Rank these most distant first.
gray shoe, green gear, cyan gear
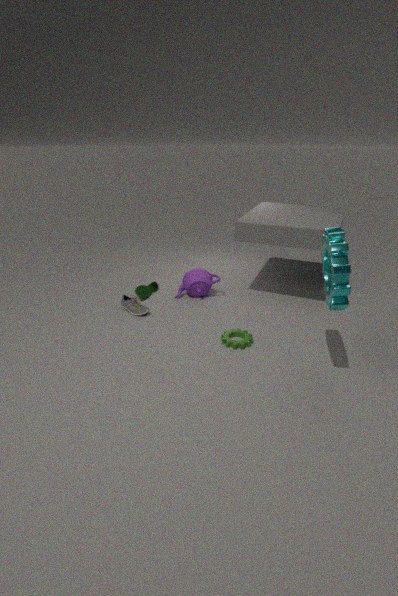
gray shoe, green gear, cyan gear
